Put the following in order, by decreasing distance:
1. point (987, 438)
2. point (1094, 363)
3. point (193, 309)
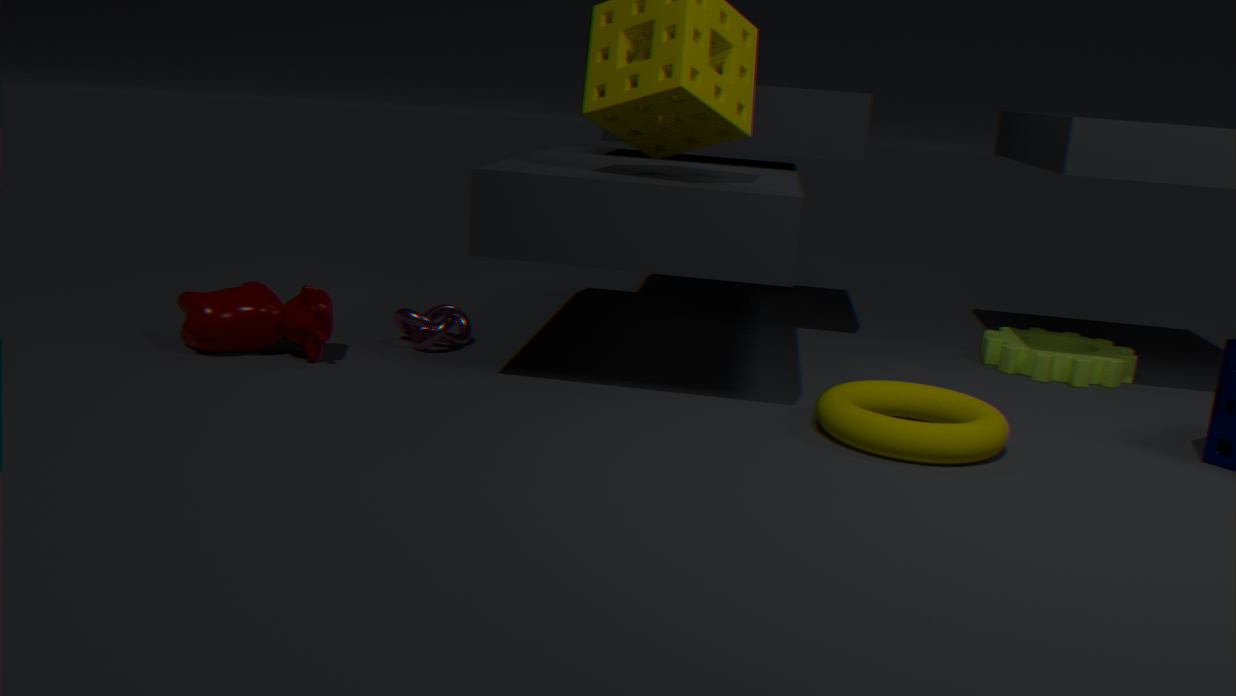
1. point (1094, 363)
2. point (193, 309)
3. point (987, 438)
